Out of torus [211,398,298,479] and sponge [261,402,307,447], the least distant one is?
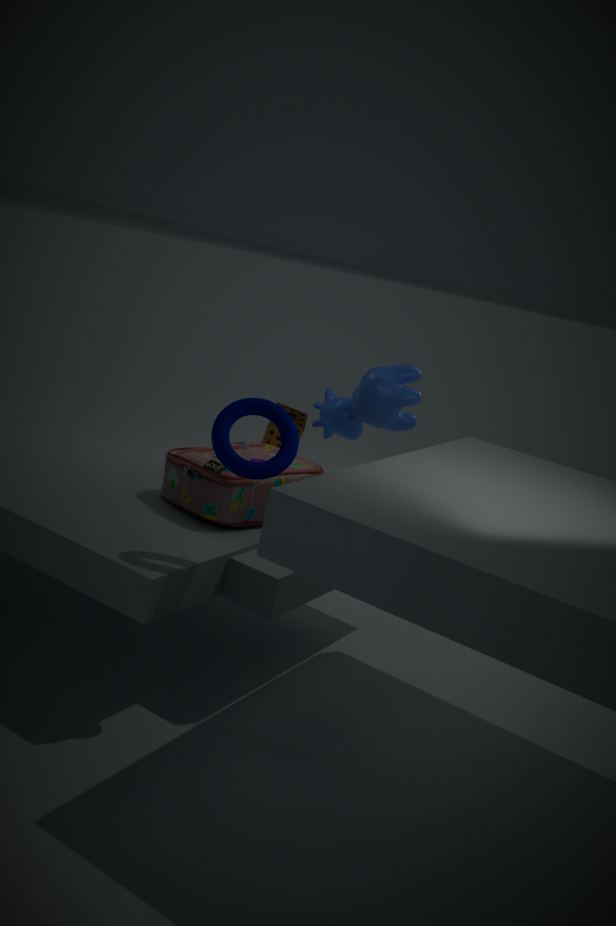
torus [211,398,298,479]
